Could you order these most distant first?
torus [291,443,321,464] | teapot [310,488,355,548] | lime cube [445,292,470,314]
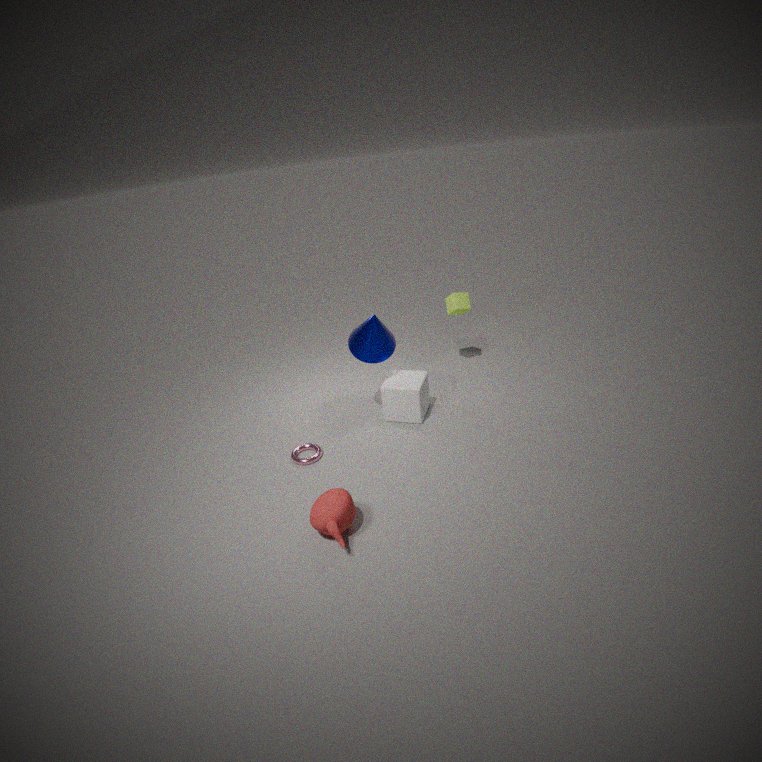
lime cube [445,292,470,314]
torus [291,443,321,464]
teapot [310,488,355,548]
